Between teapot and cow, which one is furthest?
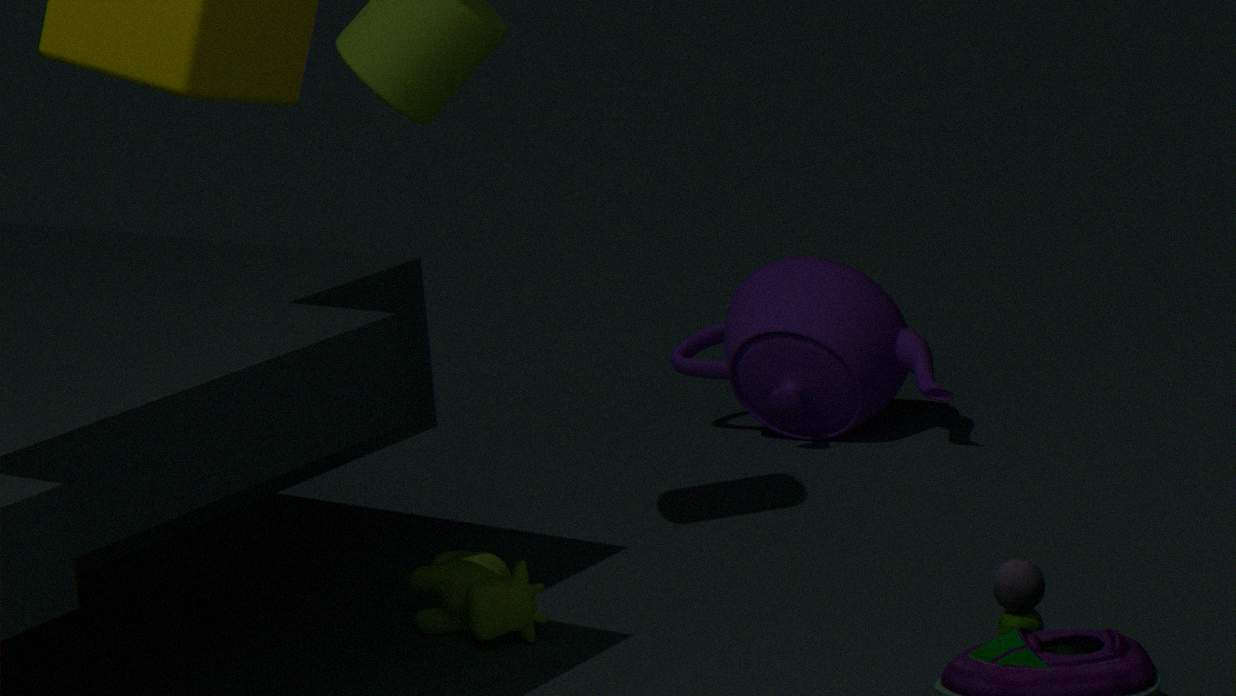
teapot
